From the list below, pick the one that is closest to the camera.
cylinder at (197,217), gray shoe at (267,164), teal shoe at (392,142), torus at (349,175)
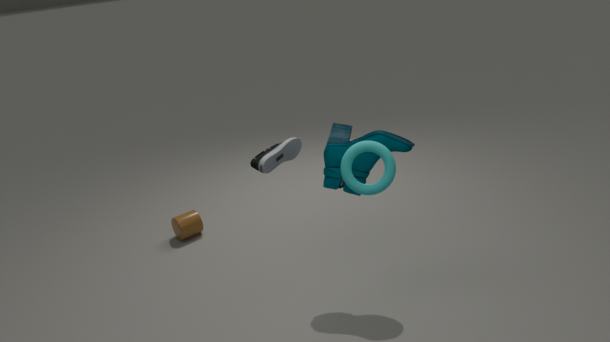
torus at (349,175)
